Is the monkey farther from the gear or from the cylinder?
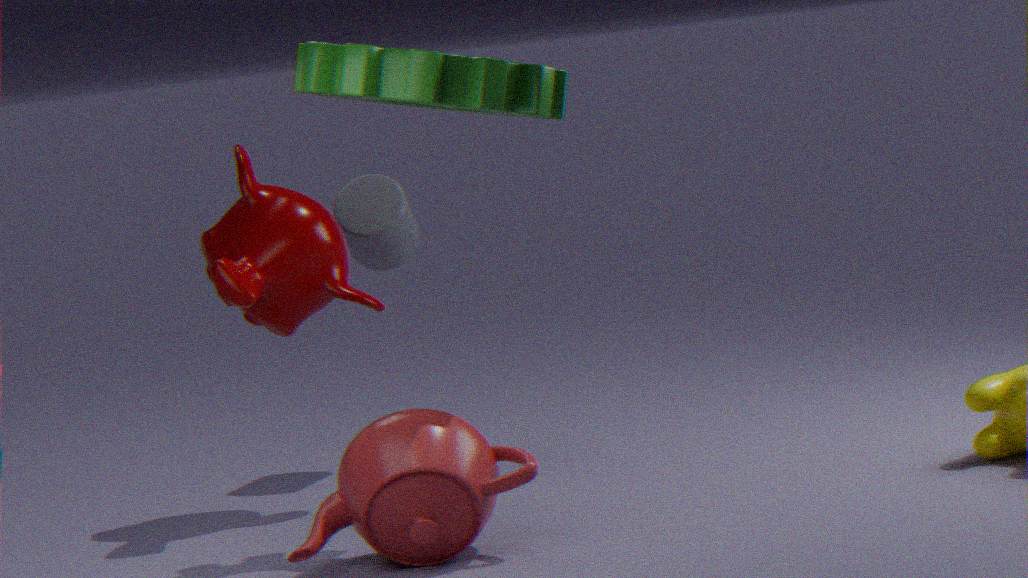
the gear
